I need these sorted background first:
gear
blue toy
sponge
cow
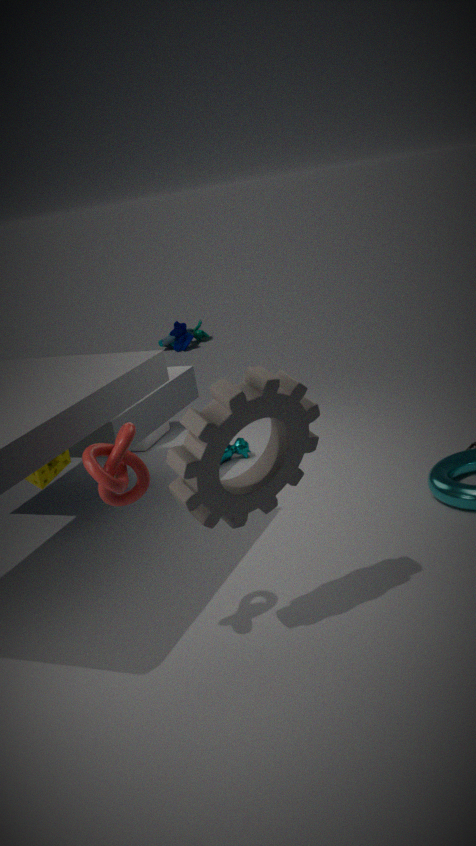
blue toy
cow
sponge
gear
